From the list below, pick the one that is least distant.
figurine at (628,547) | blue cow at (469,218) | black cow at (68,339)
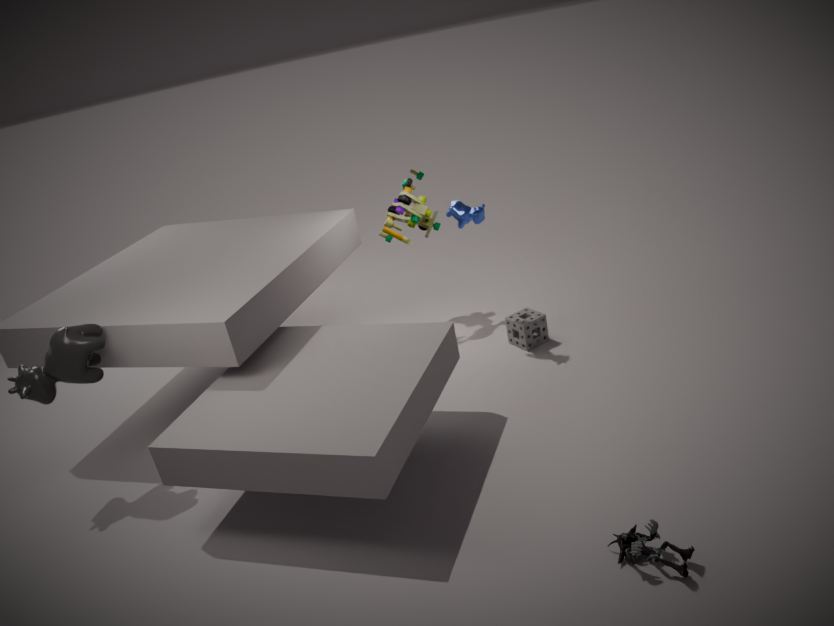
figurine at (628,547)
